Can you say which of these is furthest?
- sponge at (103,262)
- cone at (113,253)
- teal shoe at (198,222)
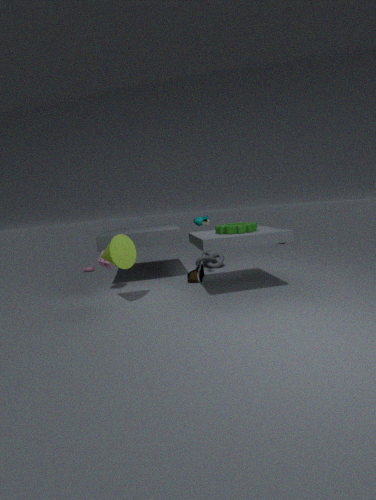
teal shoe at (198,222)
